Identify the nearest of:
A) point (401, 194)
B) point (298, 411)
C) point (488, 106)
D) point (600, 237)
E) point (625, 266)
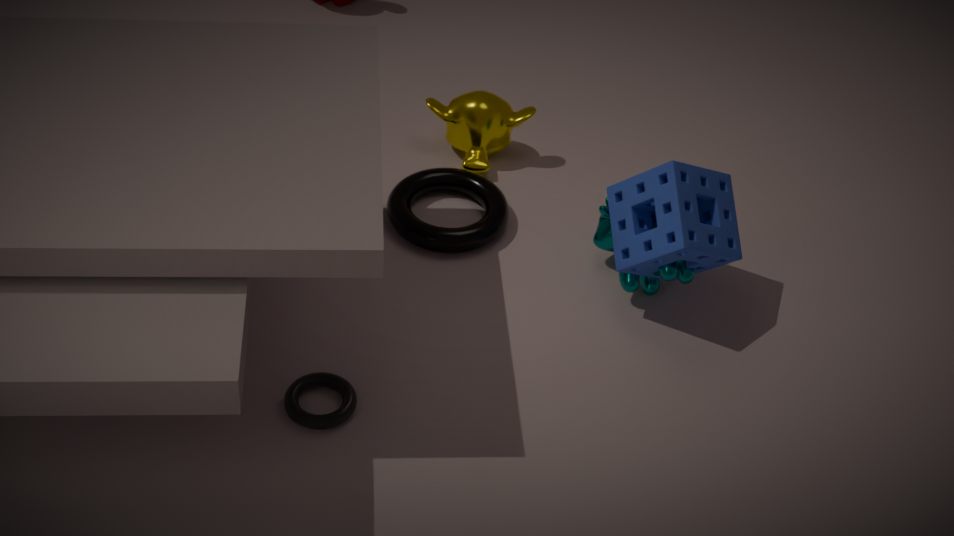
A: B. point (298, 411)
